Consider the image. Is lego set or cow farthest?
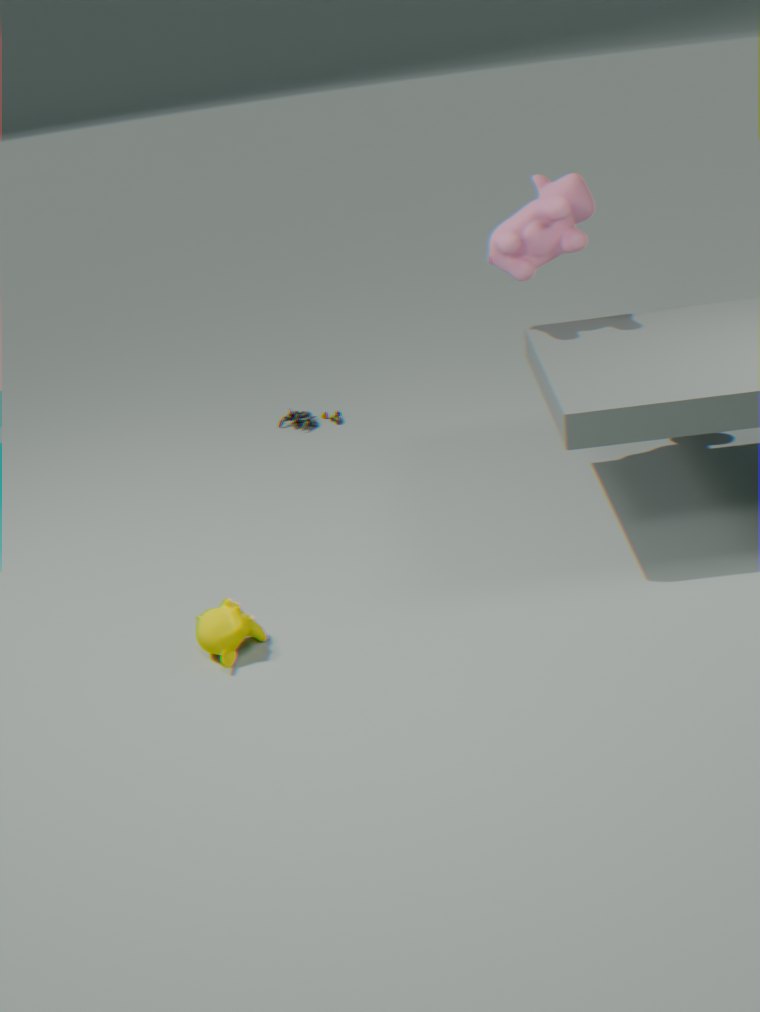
lego set
